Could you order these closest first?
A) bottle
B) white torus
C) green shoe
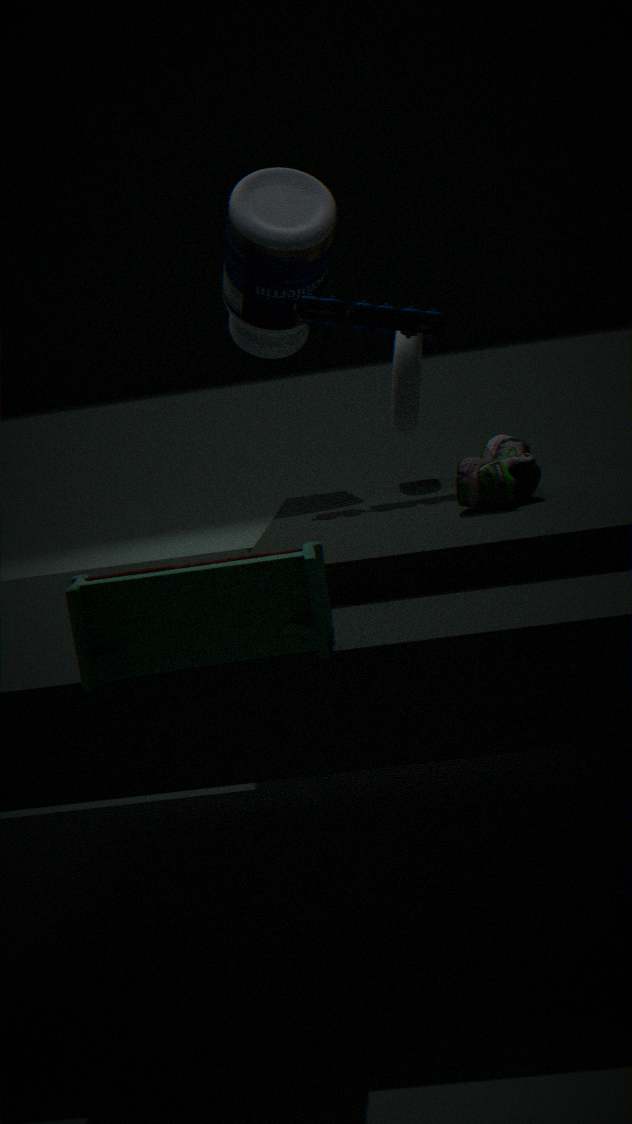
1. green shoe
2. white torus
3. bottle
